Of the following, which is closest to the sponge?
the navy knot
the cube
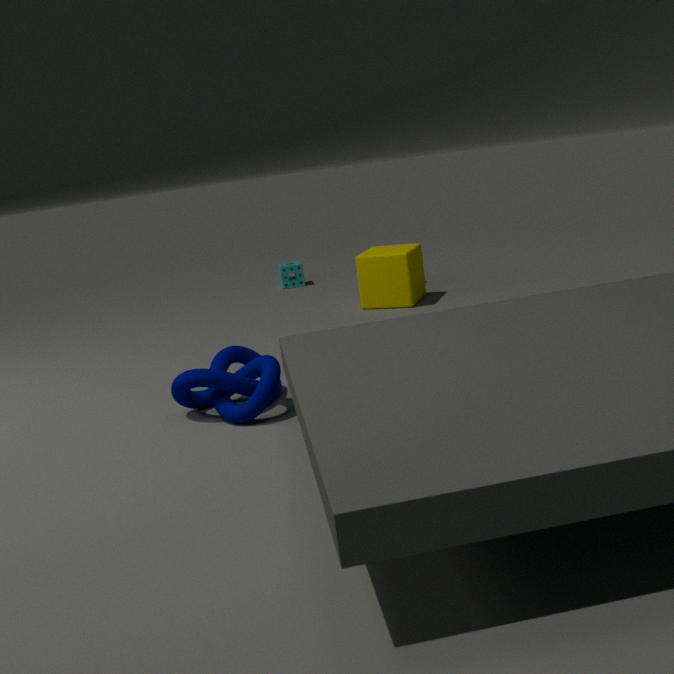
A: the cube
